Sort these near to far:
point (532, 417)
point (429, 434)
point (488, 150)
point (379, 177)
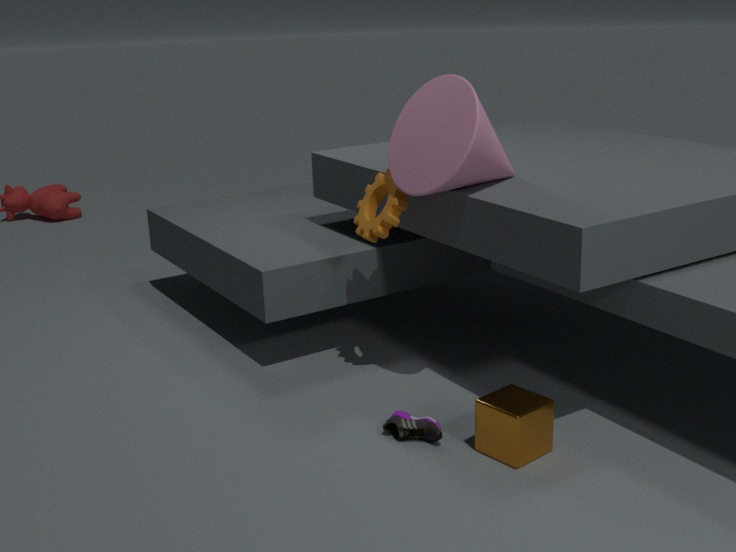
point (532, 417) < point (429, 434) < point (488, 150) < point (379, 177)
